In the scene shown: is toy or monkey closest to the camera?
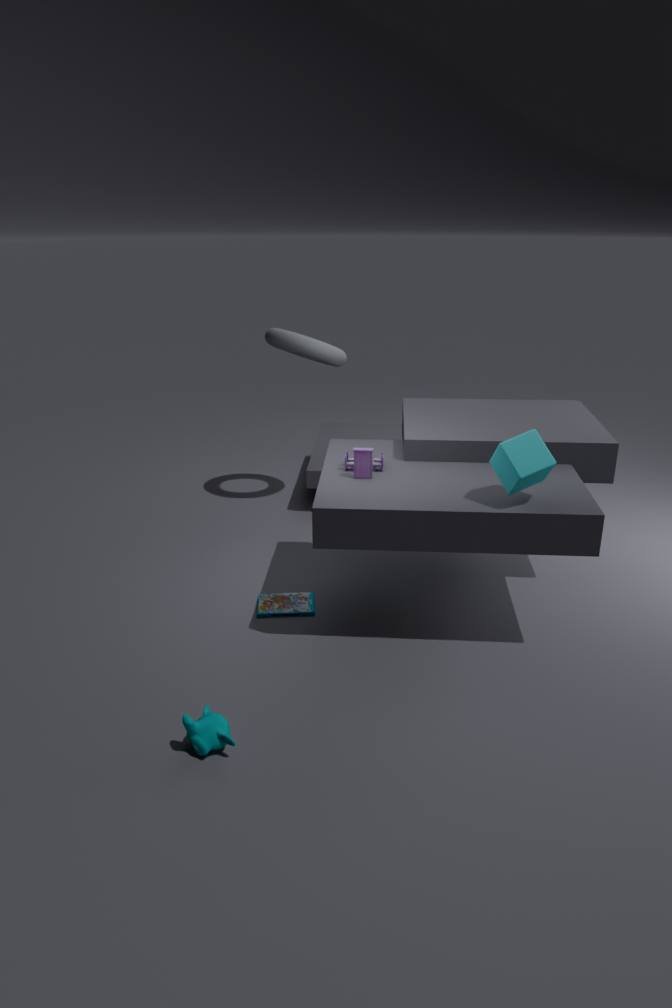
monkey
